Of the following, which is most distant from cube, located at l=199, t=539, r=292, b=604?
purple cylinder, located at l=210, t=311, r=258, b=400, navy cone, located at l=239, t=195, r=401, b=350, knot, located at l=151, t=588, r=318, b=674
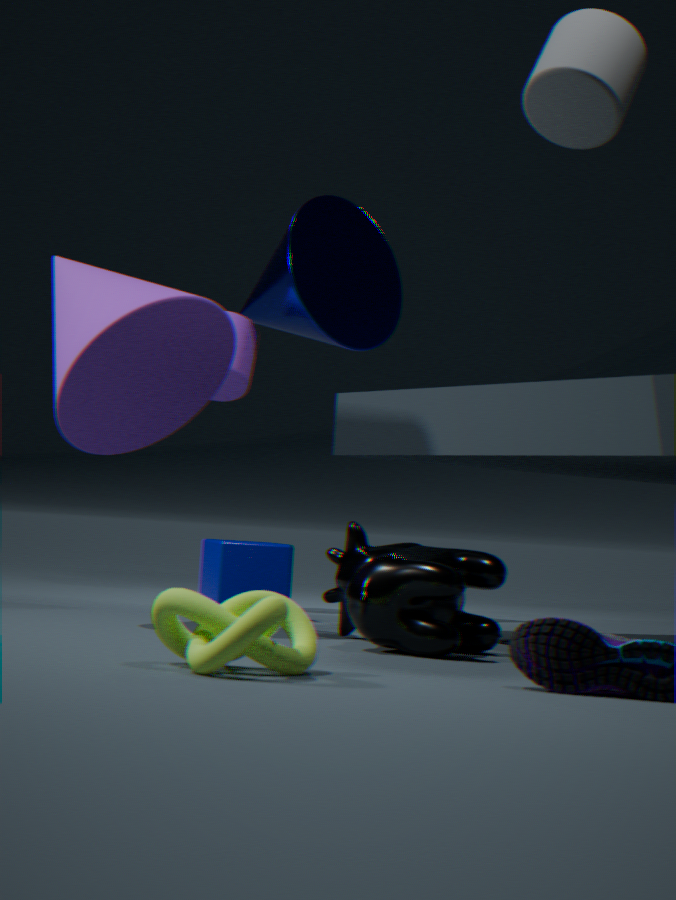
knot, located at l=151, t=588, r=318, b=674
